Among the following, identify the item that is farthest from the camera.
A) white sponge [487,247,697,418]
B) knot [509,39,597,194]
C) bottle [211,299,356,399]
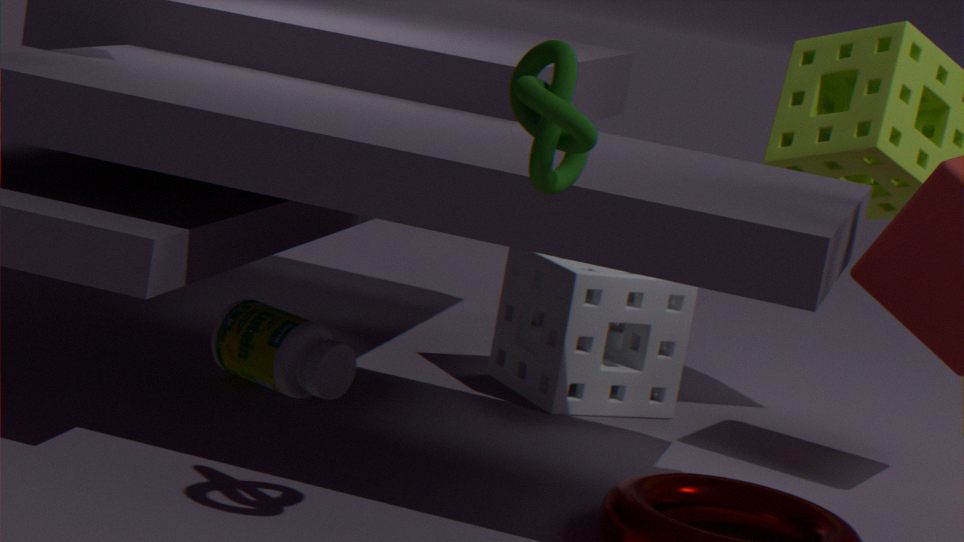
white sponge [487,247,697,418]
